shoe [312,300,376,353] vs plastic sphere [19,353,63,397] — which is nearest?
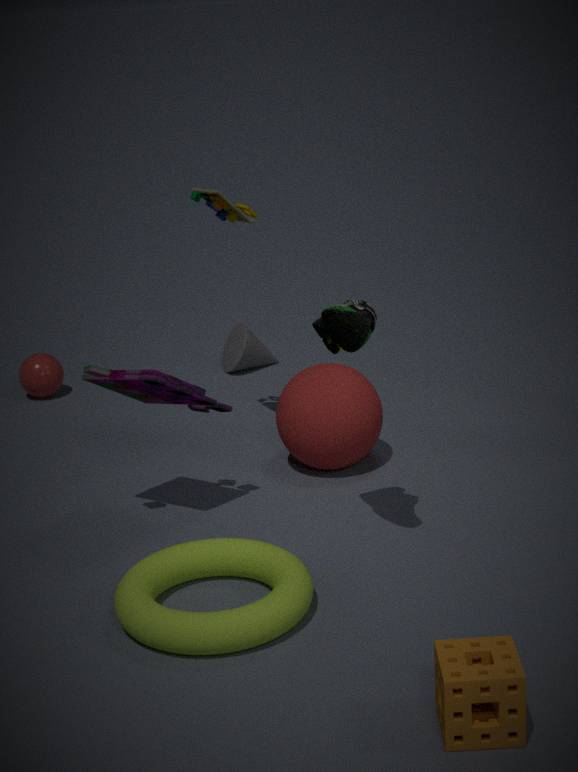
shoe [312,300,376,353]
